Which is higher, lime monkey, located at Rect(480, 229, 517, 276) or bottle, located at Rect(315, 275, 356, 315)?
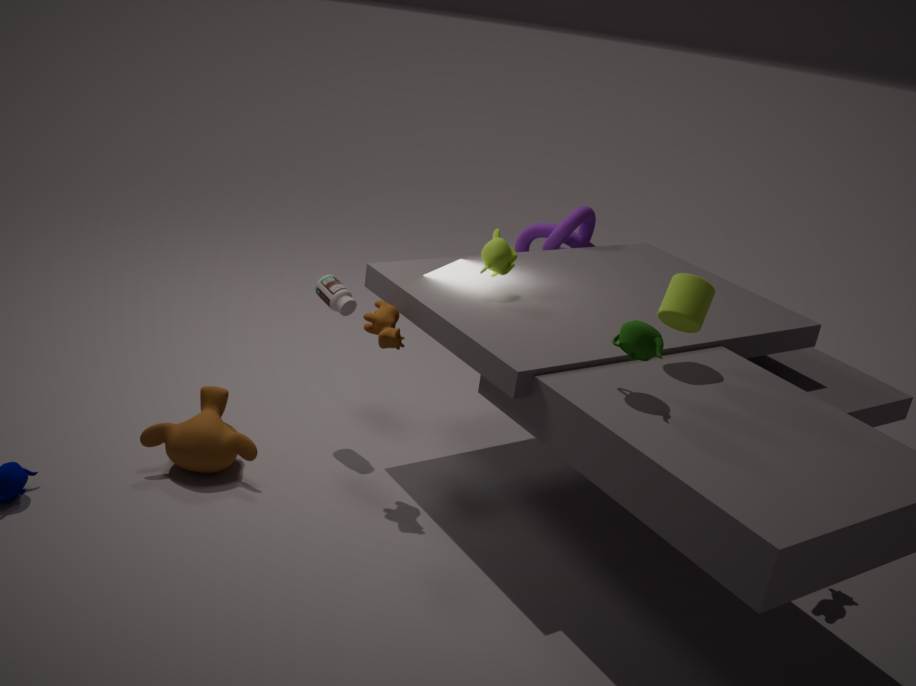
lime monkey, located at Rect(480, 229, 517, 276)
